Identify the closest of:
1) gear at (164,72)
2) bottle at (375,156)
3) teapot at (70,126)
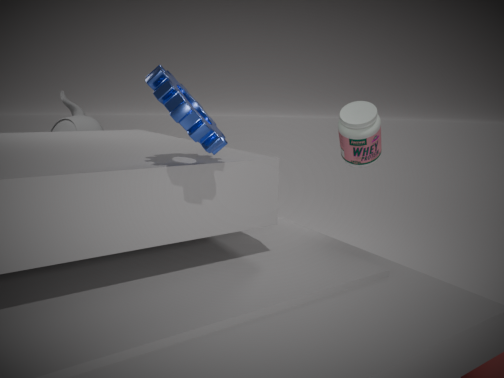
1
